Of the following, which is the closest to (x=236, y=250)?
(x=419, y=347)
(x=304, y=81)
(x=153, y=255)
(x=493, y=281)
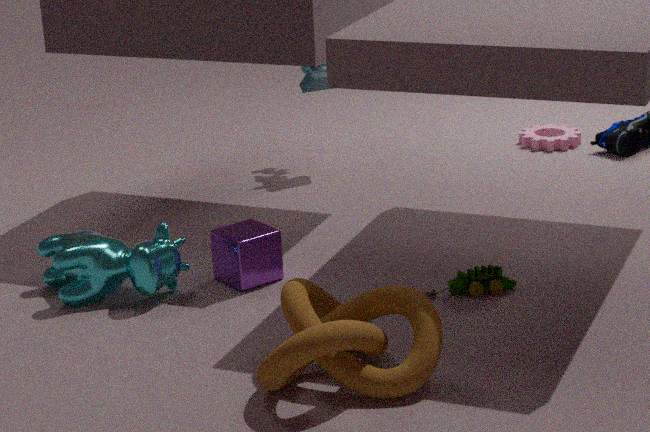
(x=153, y=255)
